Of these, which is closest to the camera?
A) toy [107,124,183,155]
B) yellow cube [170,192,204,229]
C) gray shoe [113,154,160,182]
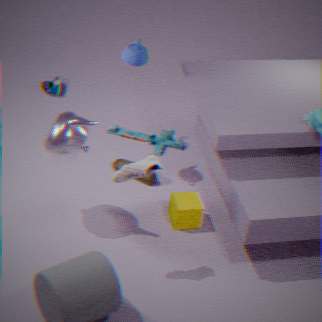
C. gray shoe [113,154,160,182]
